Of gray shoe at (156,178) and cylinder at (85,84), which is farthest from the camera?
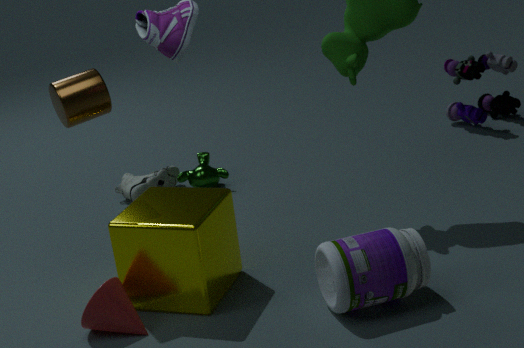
gray shoe at (156,178)
